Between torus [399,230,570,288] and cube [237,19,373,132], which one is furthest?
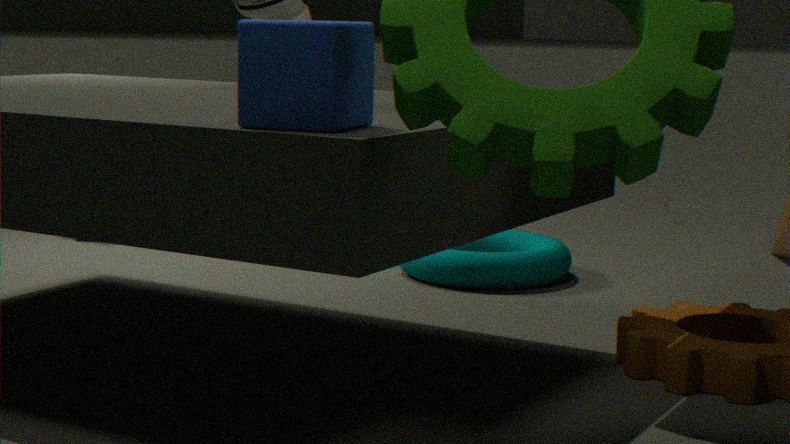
torus [399,230,570,288]
